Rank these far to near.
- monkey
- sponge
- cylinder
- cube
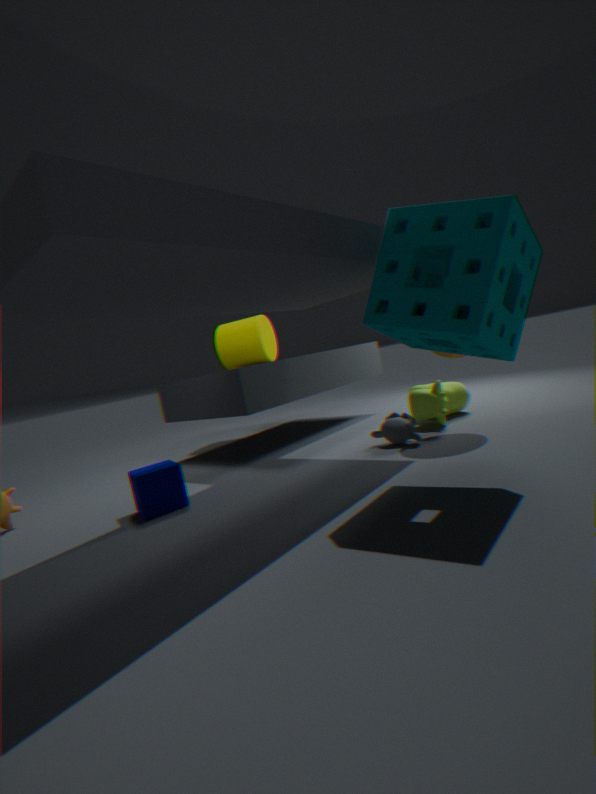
cylinder
monkey
cube
sponge
